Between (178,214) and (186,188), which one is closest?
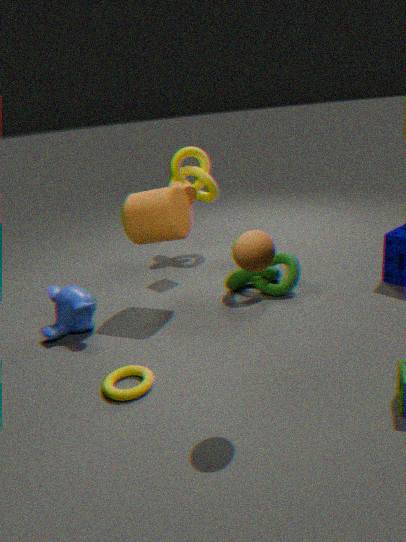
(178,214)
